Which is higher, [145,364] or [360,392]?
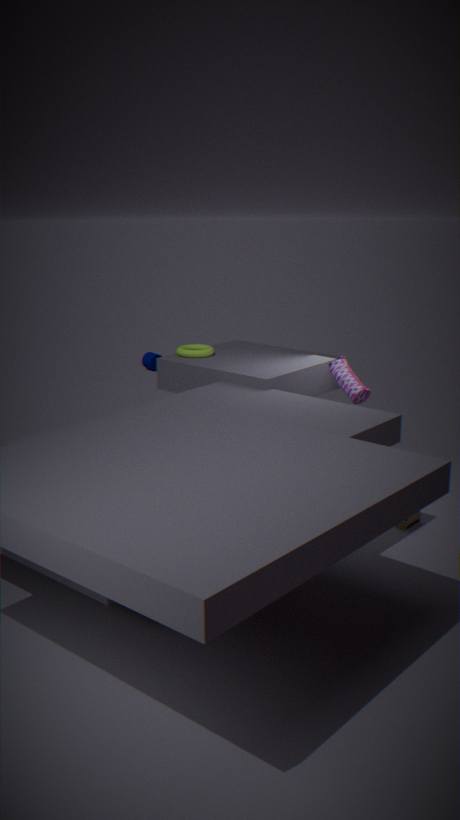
[360,392]
